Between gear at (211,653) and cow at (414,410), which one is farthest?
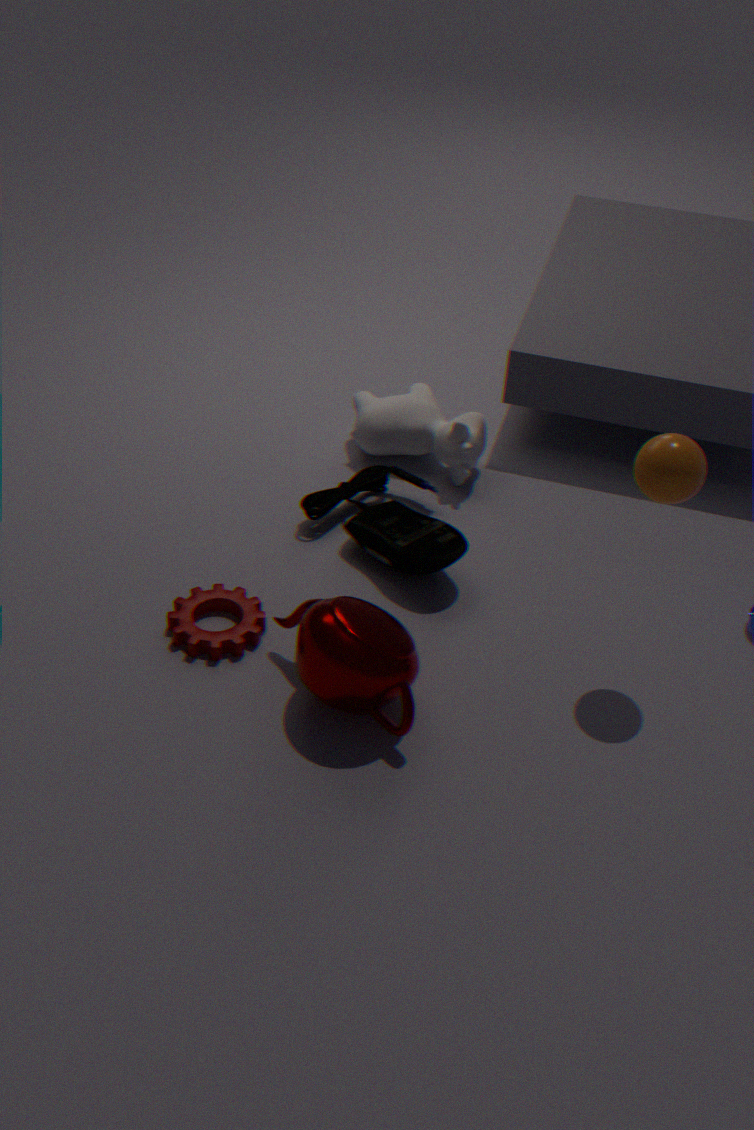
cow at (414,410)
